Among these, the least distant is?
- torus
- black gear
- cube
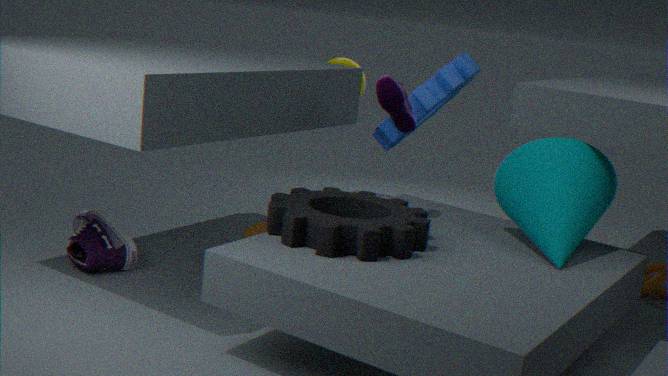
black gear
